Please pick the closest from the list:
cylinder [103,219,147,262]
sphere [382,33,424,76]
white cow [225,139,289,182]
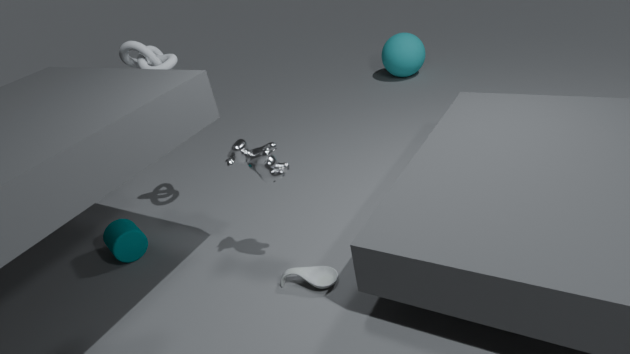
white cow [225,139,289,182]
